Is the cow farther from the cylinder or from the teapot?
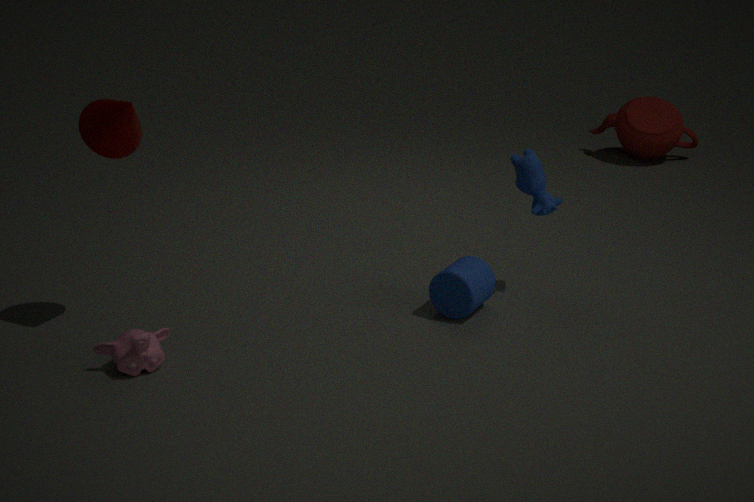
the teapot
